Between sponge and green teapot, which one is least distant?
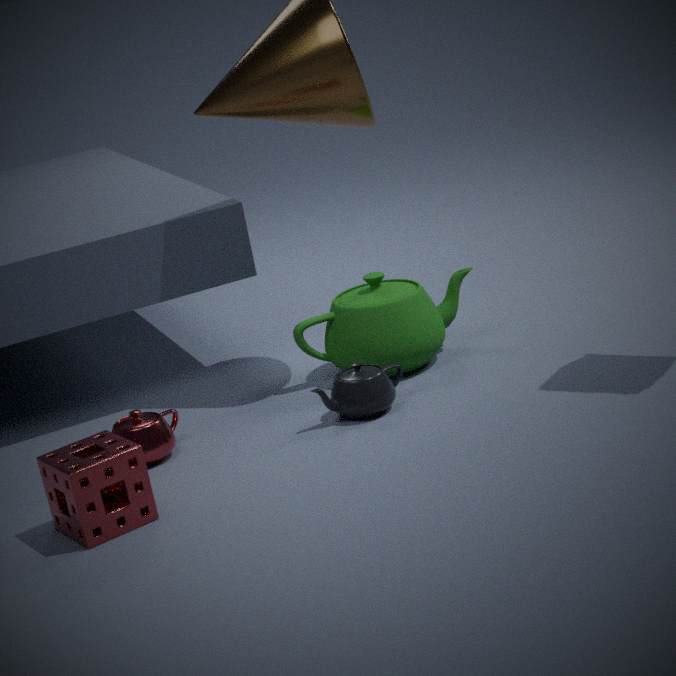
sponge
